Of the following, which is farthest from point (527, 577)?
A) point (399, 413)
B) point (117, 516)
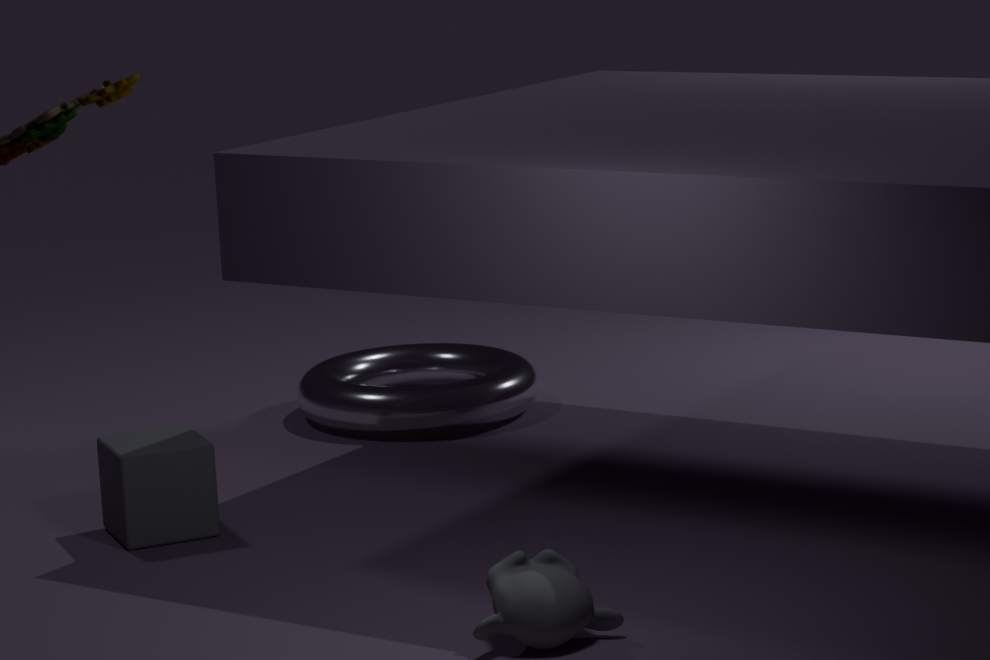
point (399, 413)
